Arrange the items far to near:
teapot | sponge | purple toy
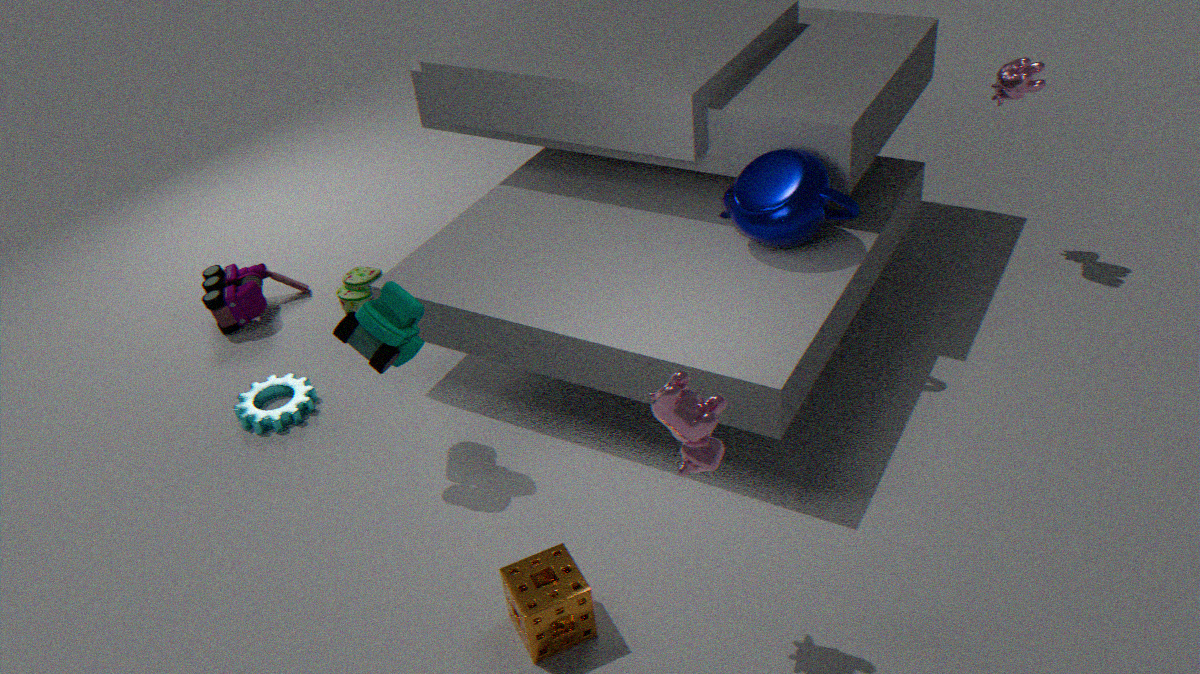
purple toy < teapot < sponge
